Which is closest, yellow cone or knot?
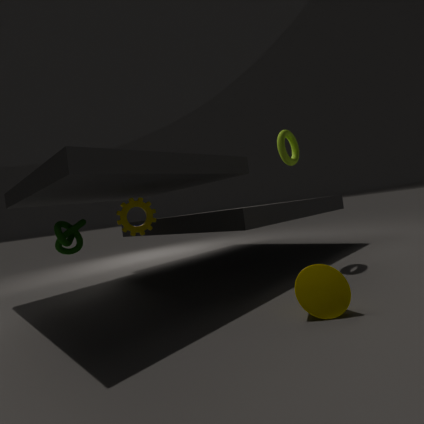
yellow cone
